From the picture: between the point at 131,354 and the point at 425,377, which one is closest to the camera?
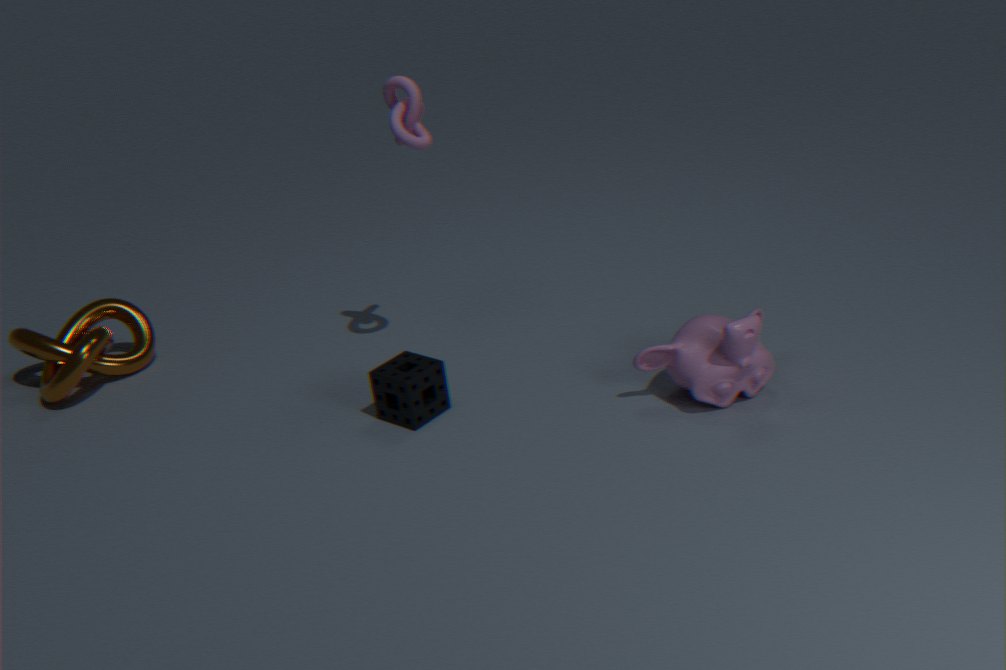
the point at 425,377
